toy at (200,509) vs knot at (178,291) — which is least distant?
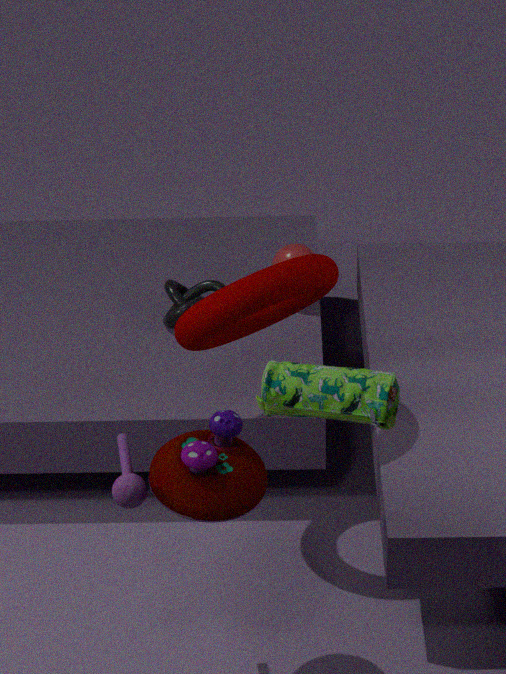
toy at (200,509)
